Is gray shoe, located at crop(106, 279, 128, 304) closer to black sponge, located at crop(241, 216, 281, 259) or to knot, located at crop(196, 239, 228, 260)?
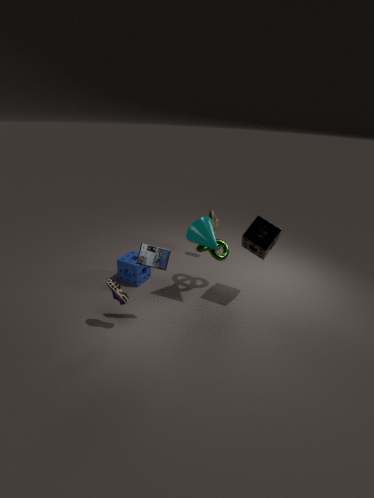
knot, located at crop(196, 239, 228, 260)
